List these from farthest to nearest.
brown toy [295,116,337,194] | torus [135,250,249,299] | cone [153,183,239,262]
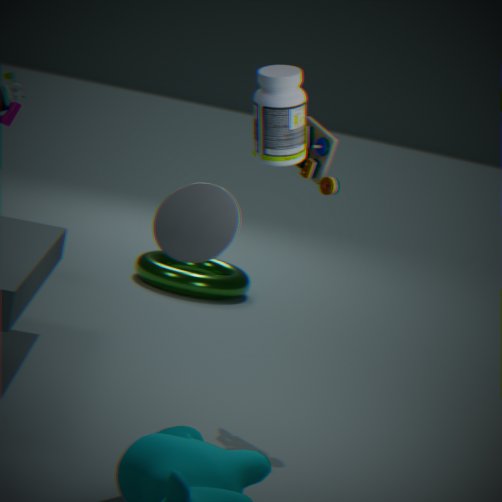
torus [135,250,249,299], brown toy [295,116,337,194], cone [153,183,239,262]
